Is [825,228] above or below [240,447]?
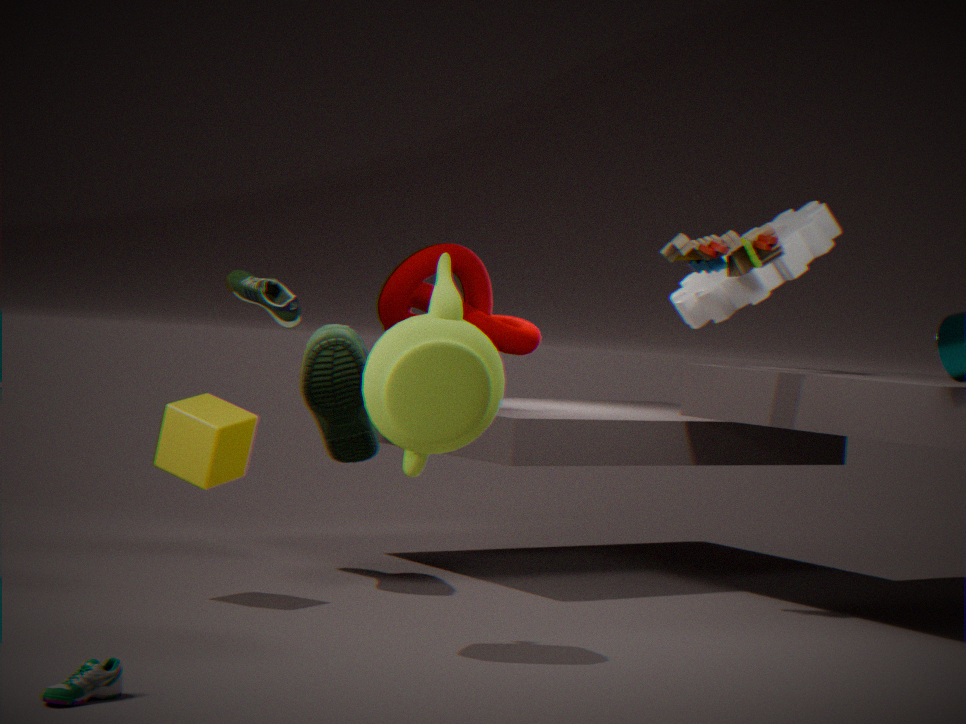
above
